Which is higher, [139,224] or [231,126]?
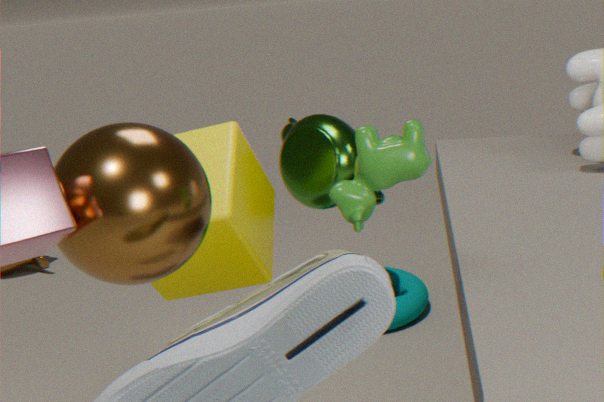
[139,224]
